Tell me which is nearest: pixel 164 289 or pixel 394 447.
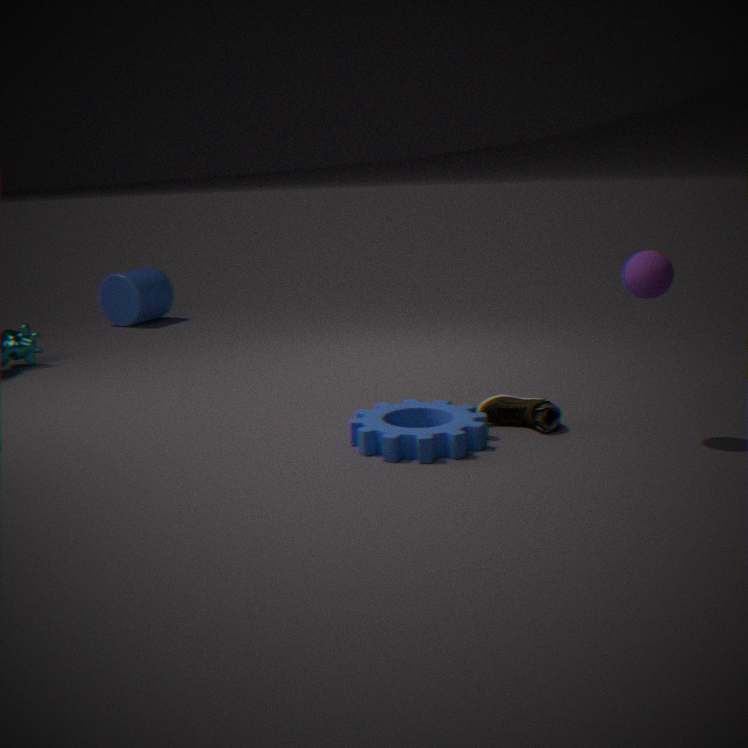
pixel 394 447
